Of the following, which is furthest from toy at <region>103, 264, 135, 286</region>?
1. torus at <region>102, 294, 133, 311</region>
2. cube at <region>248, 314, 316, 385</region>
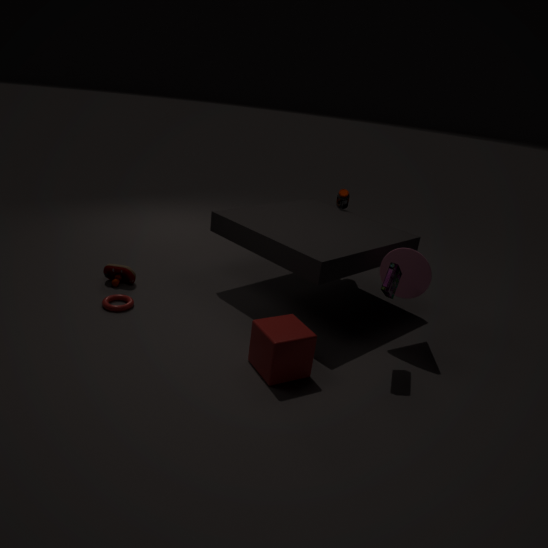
cube at <region>248, 314, 316, 385</region>
